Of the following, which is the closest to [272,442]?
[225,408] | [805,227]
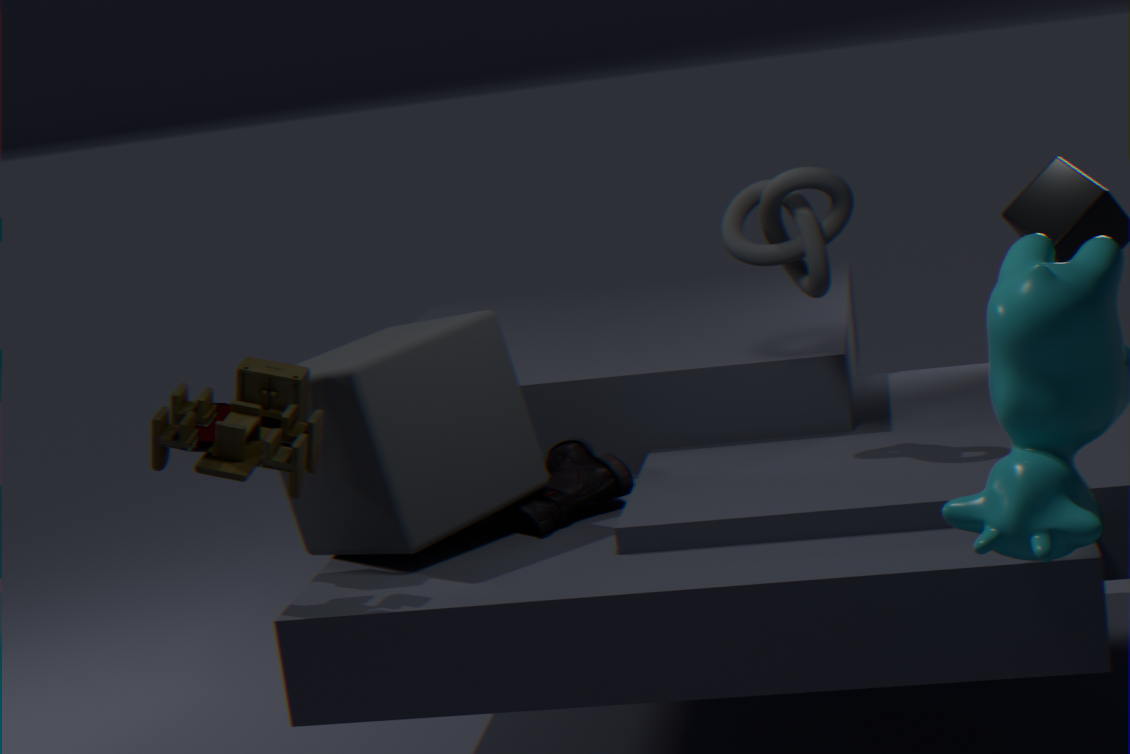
[805,227]
